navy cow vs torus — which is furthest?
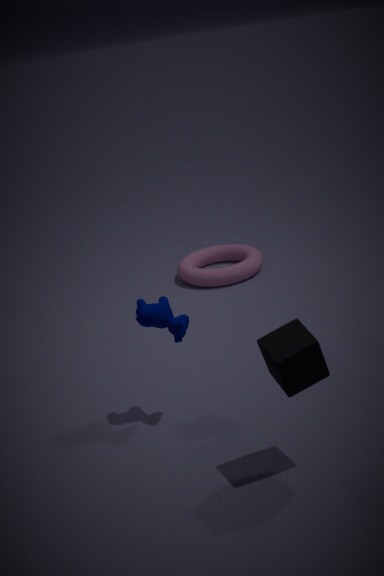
torus
